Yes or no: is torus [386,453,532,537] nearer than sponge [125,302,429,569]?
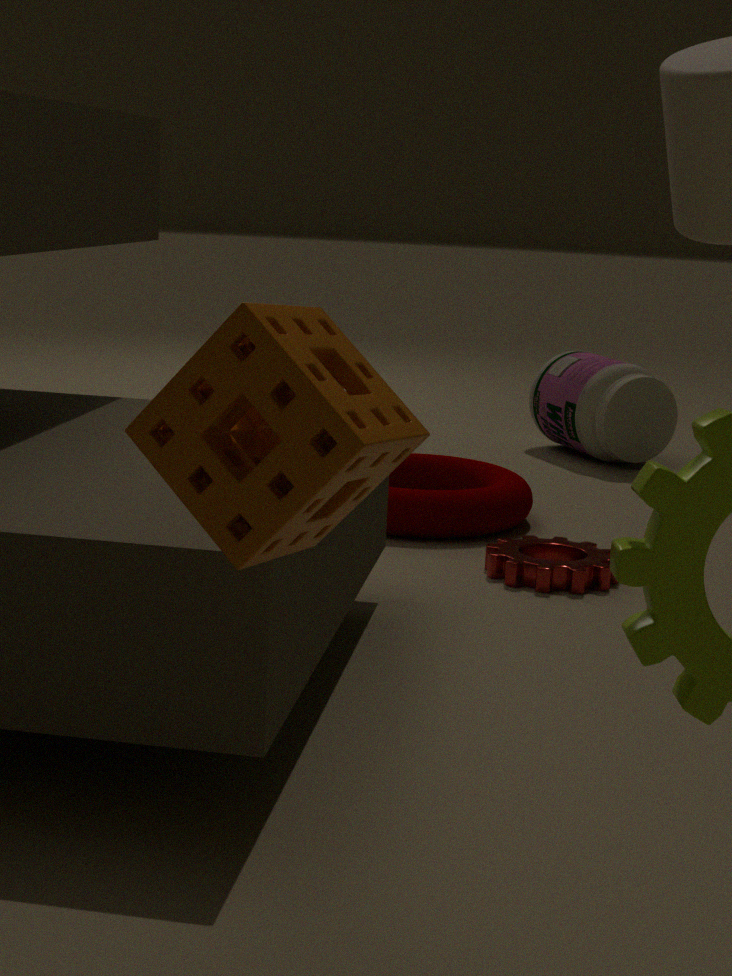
No
